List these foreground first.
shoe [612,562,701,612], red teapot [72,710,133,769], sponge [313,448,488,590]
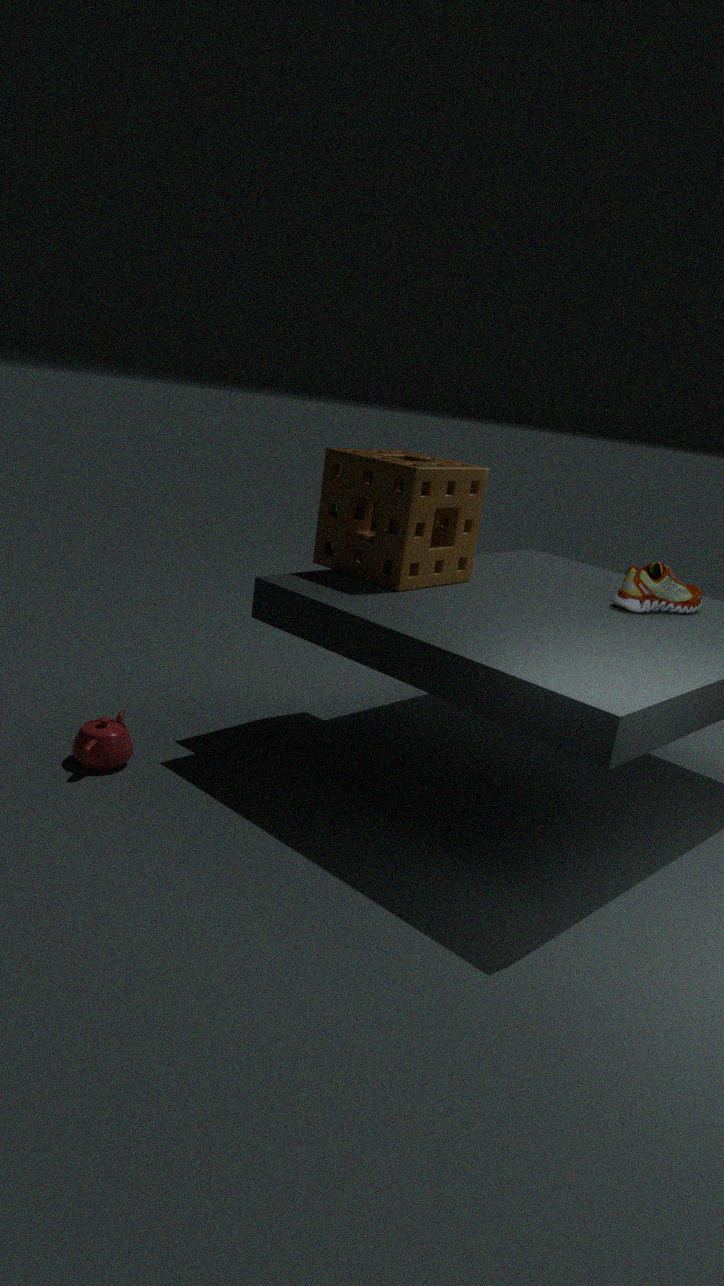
red teapot [72,710,133,769], sponge [313,448,488,590], shoe [612,562,701,612]
